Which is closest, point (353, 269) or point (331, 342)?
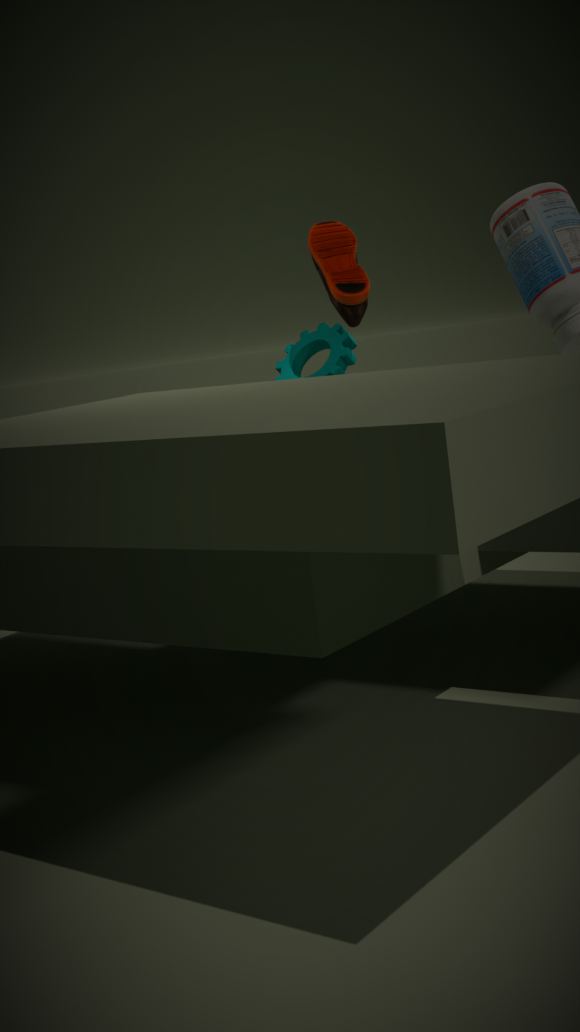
point (353, 269)
